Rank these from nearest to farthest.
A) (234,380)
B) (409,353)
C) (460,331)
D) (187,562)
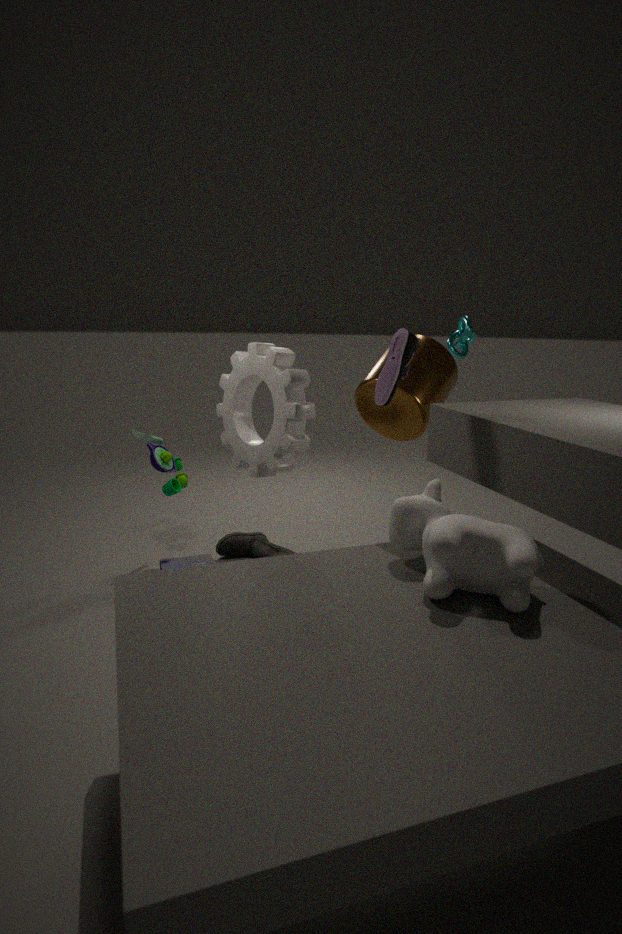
(409,353)
(234,380)
(187,562)
(460,331)
